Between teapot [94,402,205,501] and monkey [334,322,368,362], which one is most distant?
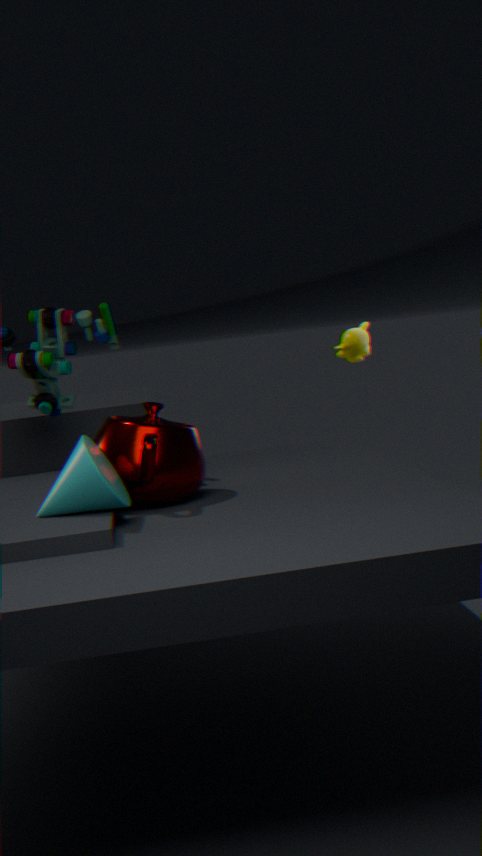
monkey [334,322,368,362]
